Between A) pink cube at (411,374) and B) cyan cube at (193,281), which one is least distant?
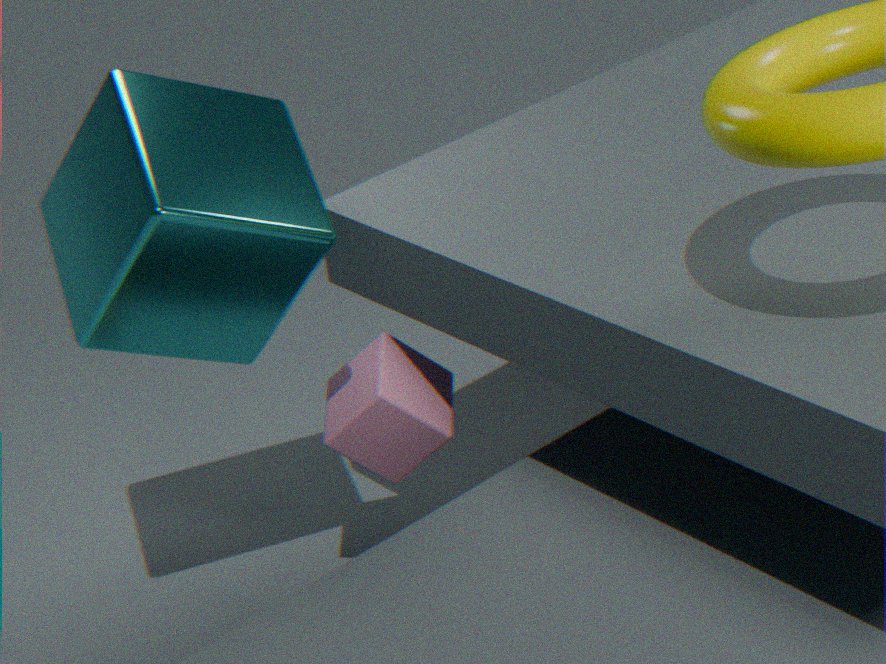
B. cyan cube at (193,281)
